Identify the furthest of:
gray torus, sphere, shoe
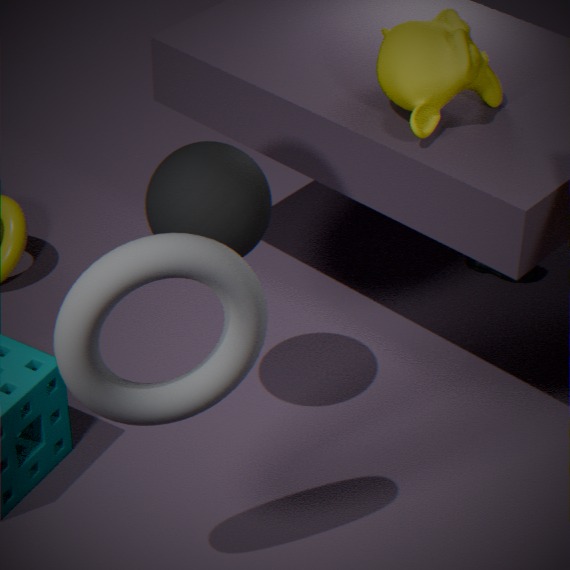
shoe
